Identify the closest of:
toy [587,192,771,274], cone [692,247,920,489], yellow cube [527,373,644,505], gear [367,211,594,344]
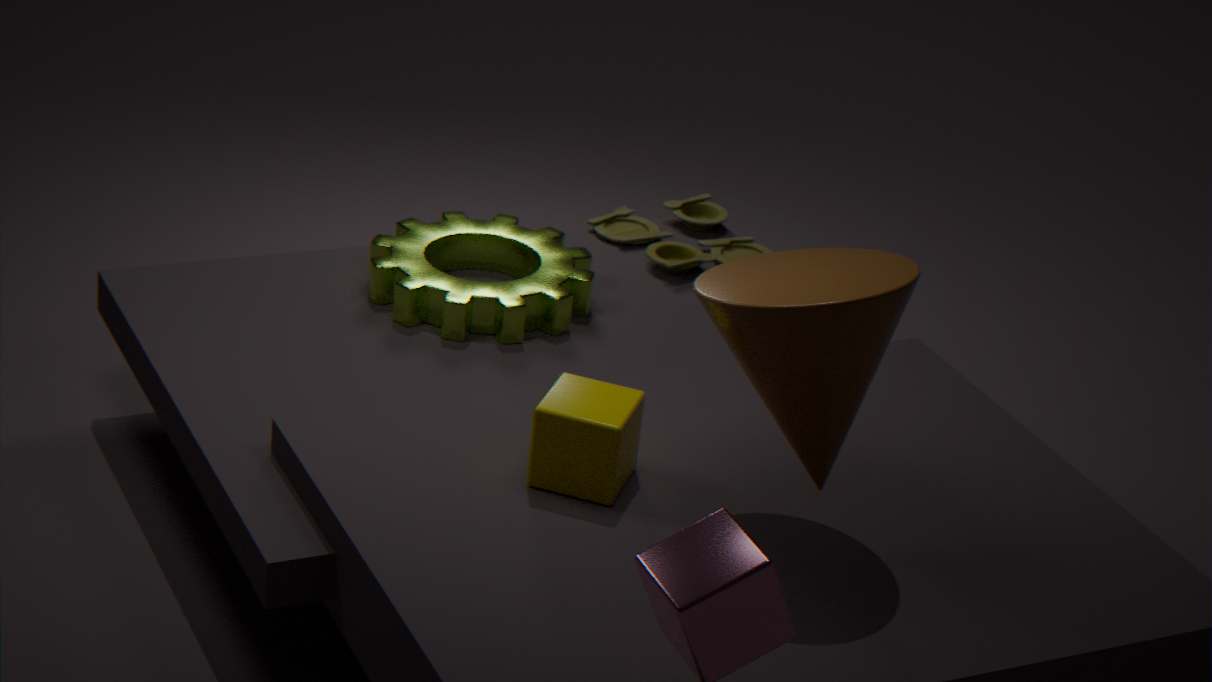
cone [692,247,920,489]
